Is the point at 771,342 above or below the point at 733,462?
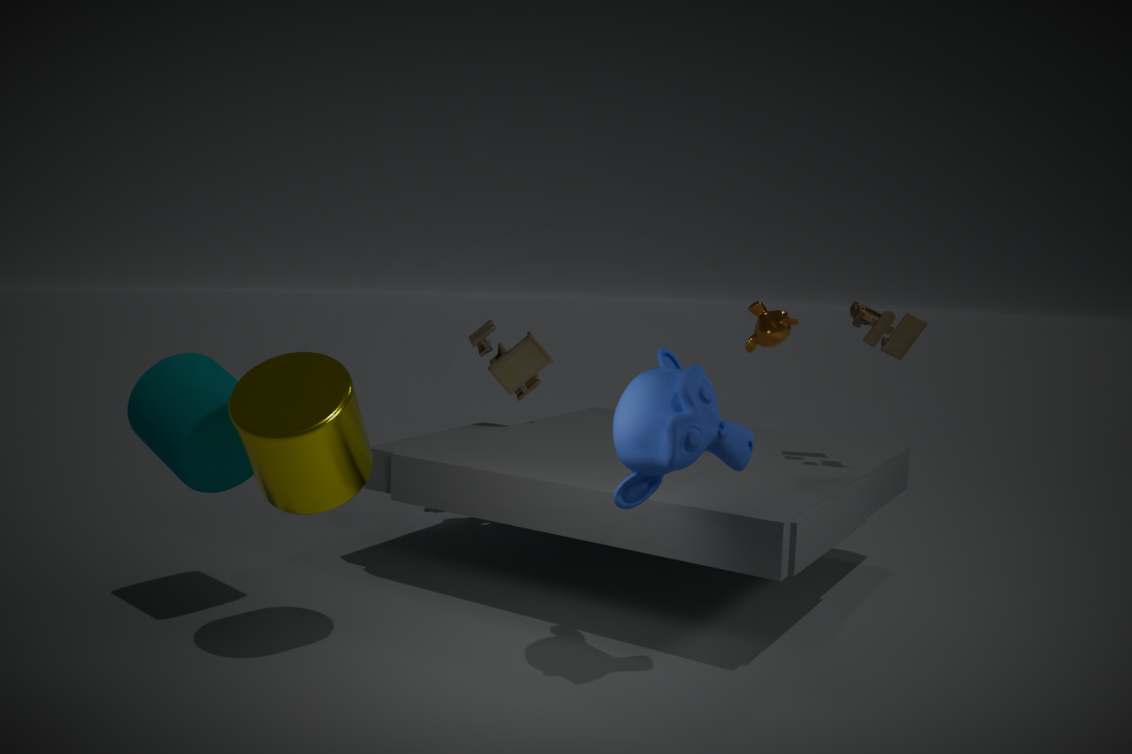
above
